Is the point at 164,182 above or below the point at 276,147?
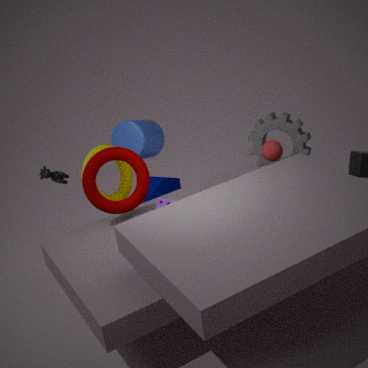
below
